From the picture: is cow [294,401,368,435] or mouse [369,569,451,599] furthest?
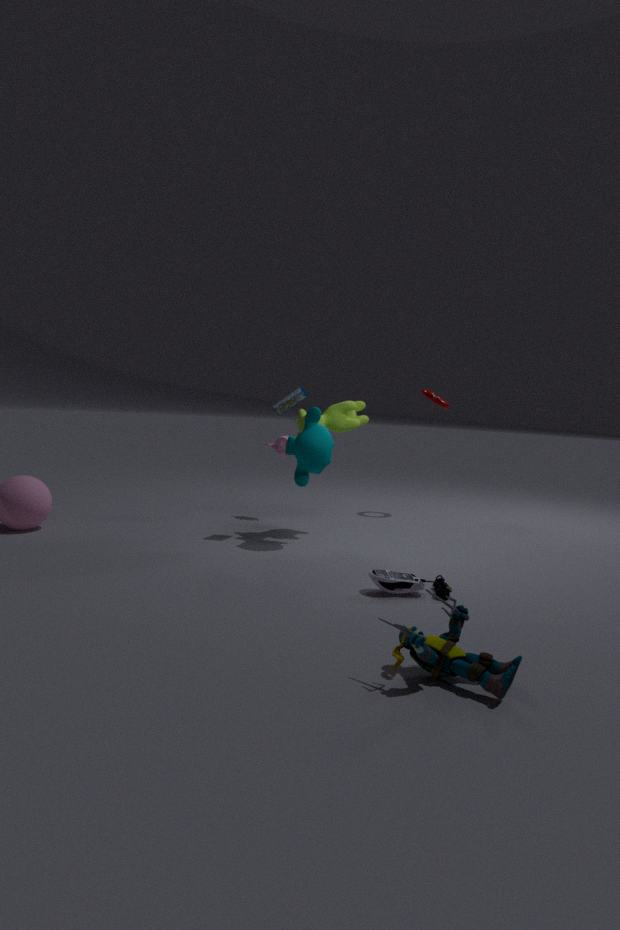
cow [294,401,368,435]
